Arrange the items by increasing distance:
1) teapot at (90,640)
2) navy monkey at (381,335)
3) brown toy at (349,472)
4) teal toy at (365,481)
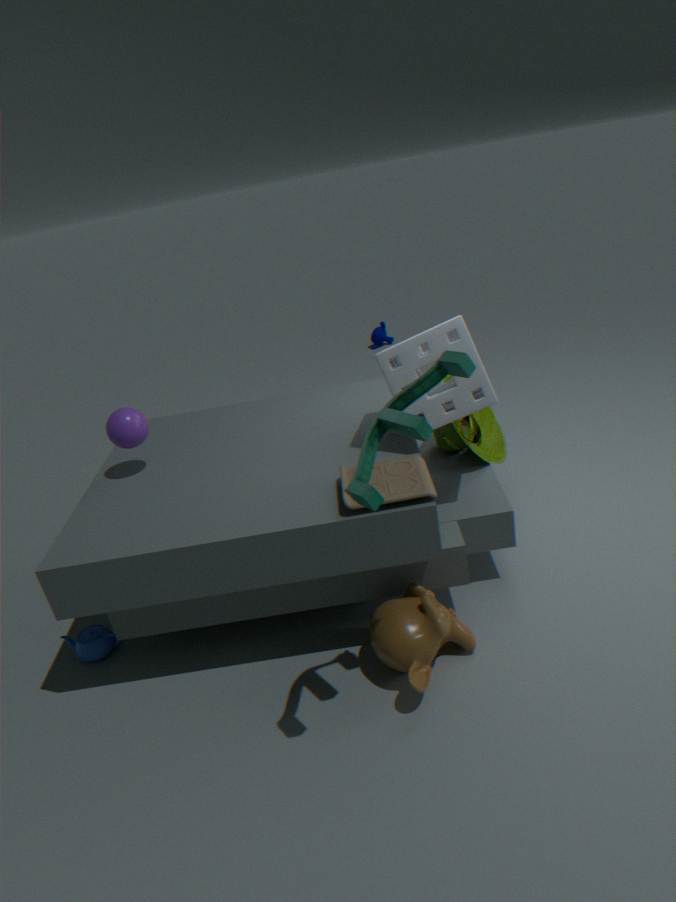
4. teal toy at (365,481) → 3. brown toy at (349,472) → 1. teapot at (90,640) → 2. navy monkey at (381,335)
